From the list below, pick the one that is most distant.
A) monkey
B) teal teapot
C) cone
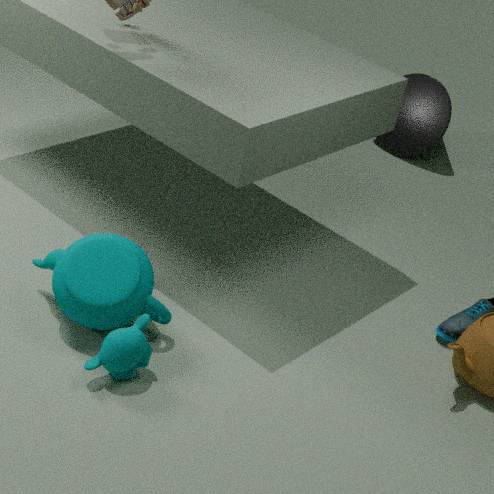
cone
